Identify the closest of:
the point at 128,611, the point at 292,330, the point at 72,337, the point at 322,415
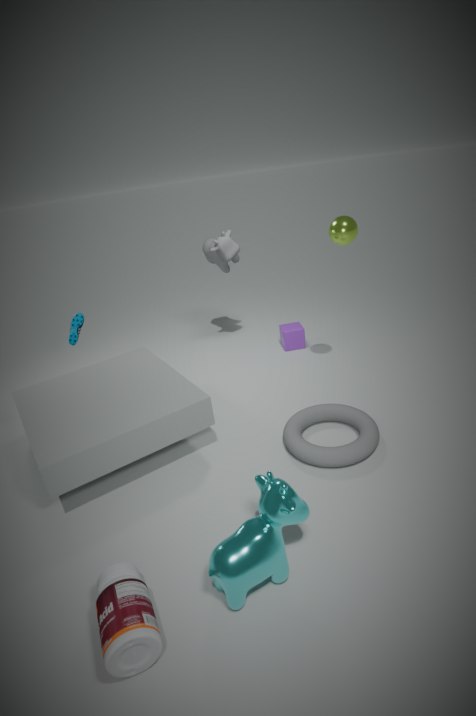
the point at 128,611
